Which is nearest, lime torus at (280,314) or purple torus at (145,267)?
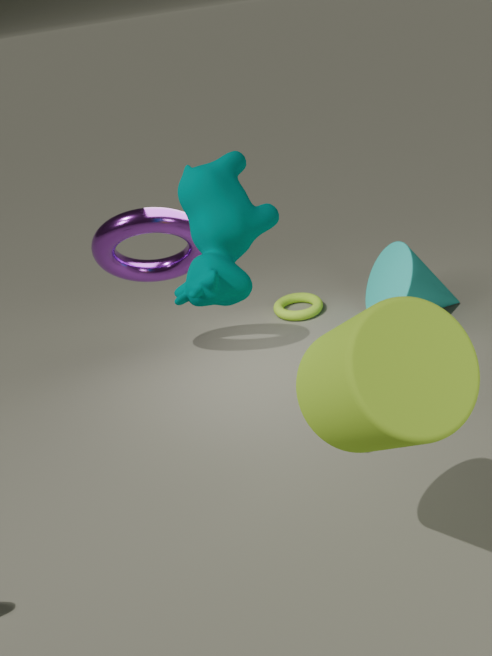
purple torus at (145,267)
